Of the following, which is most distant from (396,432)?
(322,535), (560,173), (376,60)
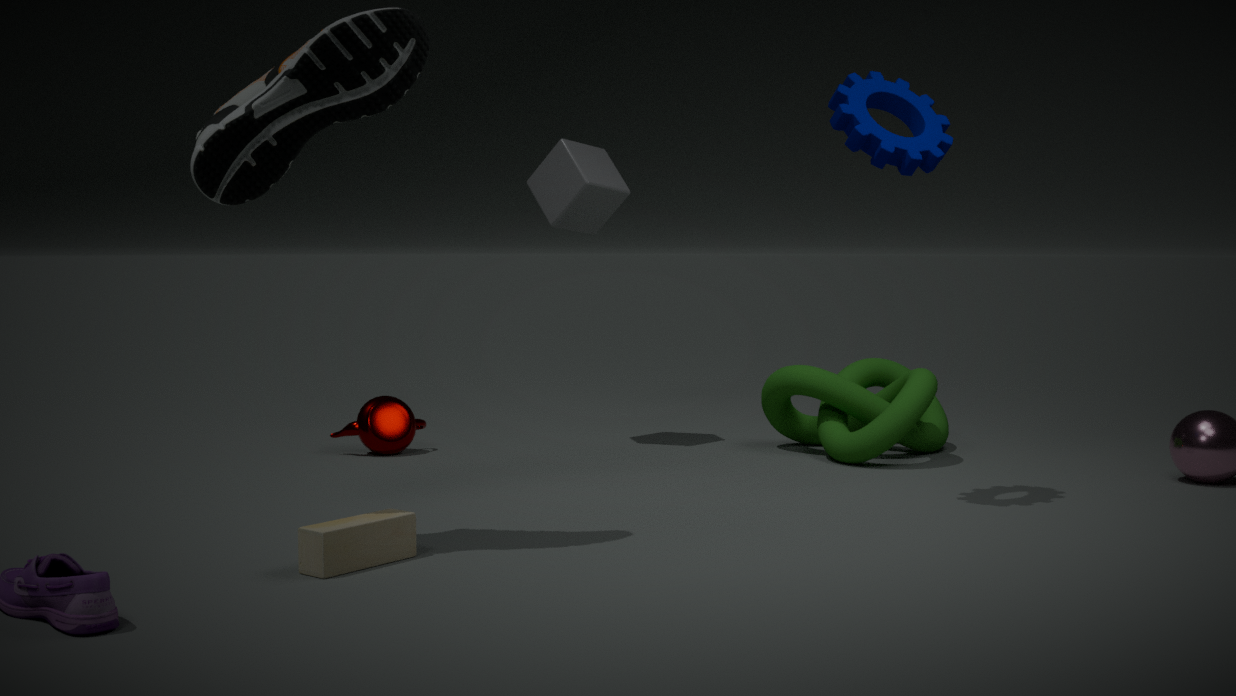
(376,60)
